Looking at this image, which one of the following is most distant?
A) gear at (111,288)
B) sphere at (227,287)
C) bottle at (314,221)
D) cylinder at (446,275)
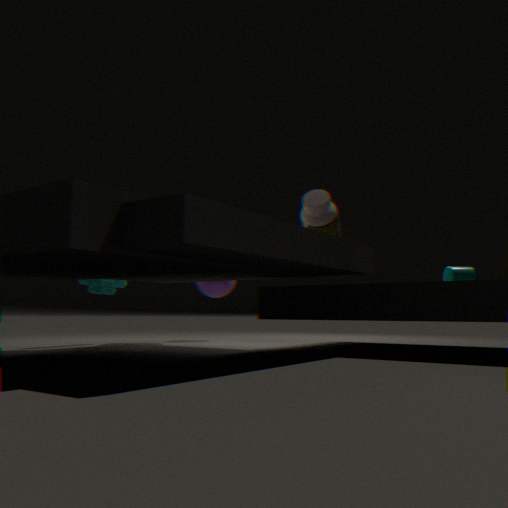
sphere at (227,287)
